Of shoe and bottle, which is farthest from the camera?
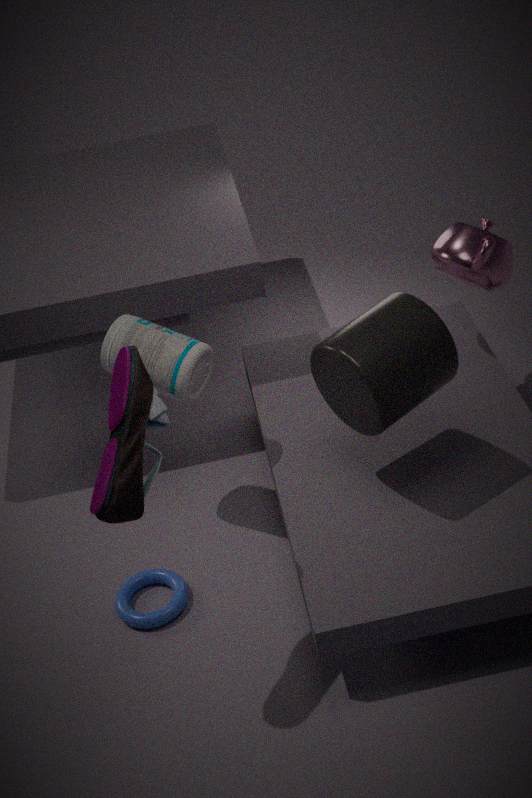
bottle
